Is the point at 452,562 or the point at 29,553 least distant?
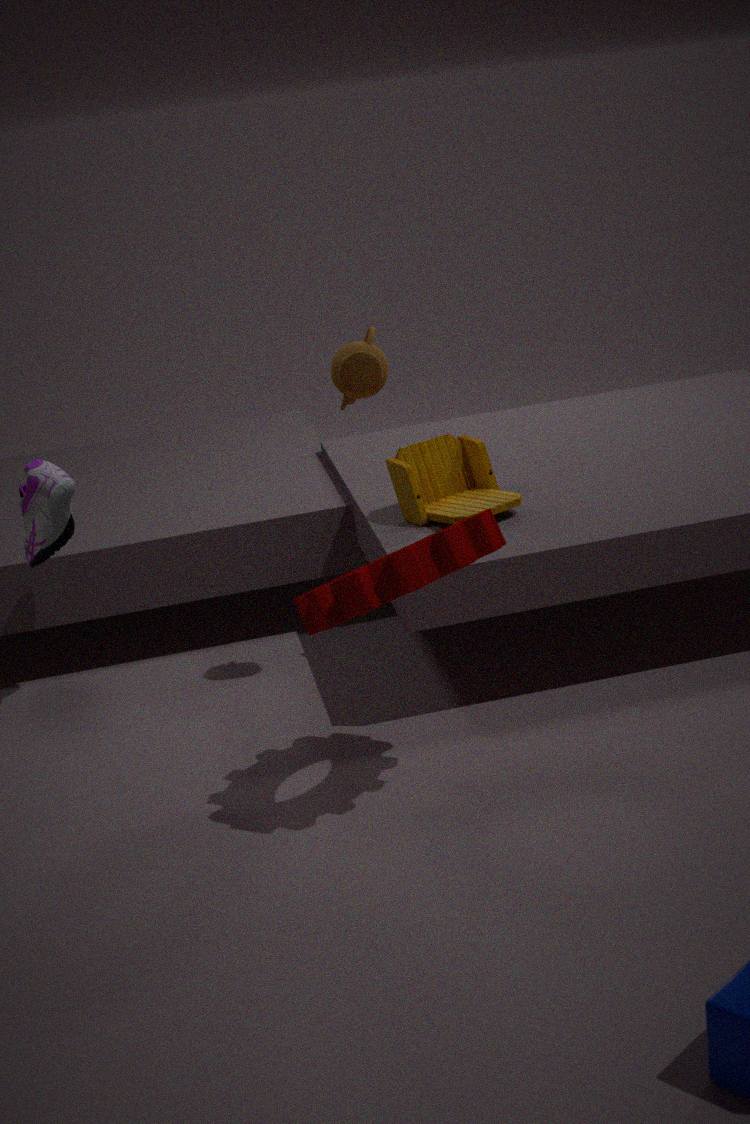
the point at 452,562
